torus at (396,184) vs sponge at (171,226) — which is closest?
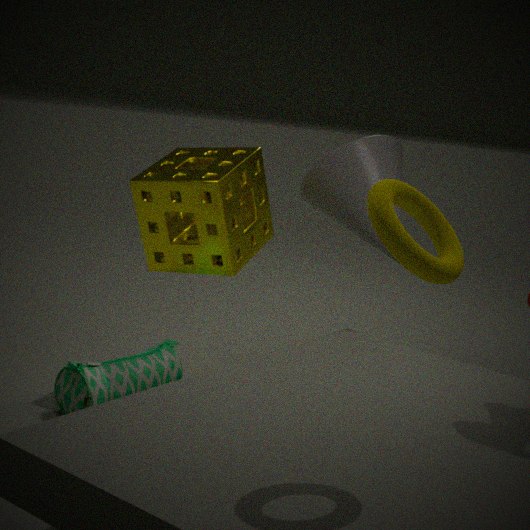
torus at (396,184)
